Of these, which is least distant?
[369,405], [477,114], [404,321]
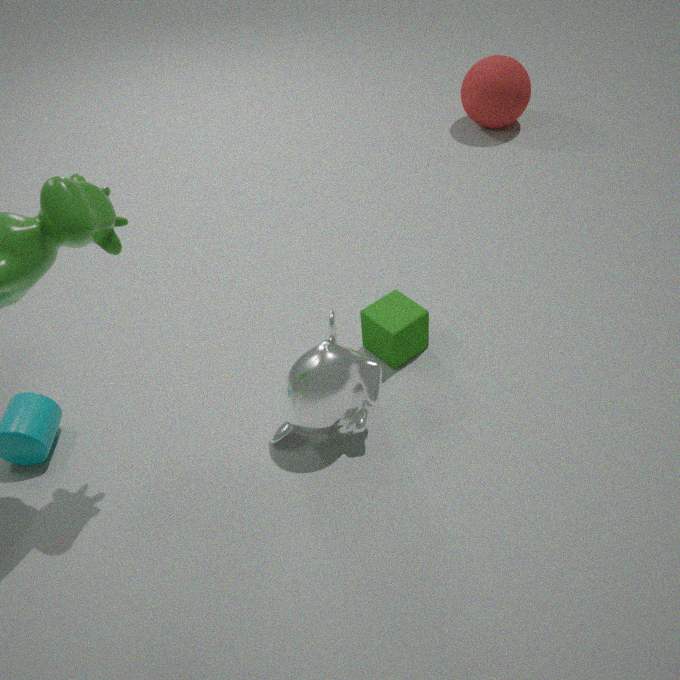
[369,405]
